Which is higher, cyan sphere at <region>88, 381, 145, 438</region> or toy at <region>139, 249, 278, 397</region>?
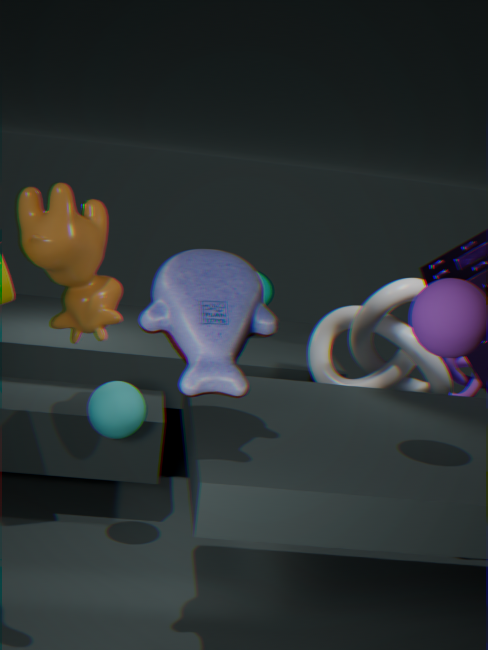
toy at <region>139, 249, 278, 397</region>
